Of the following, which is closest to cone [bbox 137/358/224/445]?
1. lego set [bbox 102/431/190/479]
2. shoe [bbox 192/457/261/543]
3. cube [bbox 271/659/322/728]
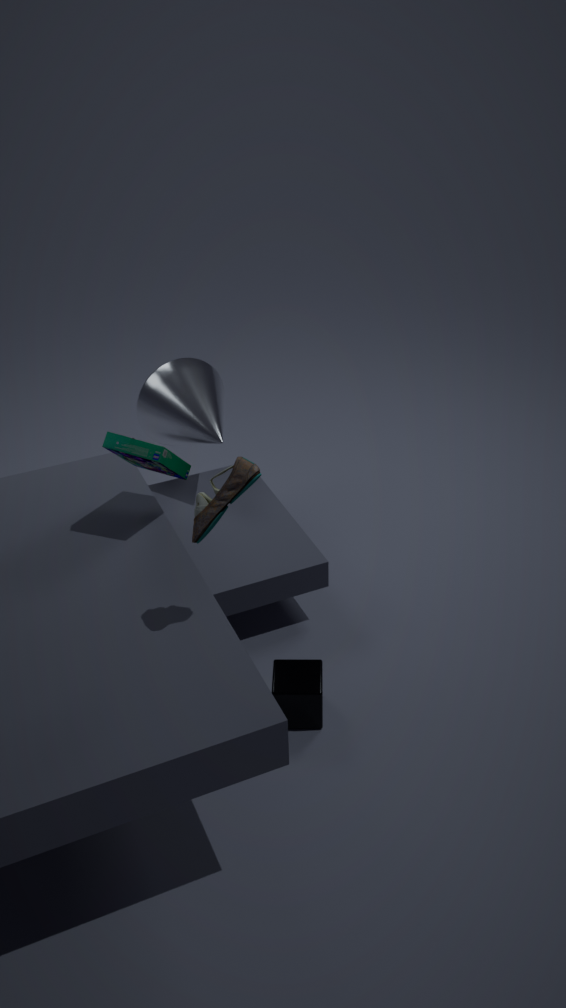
lego set [bbox 102/431/190/479]
